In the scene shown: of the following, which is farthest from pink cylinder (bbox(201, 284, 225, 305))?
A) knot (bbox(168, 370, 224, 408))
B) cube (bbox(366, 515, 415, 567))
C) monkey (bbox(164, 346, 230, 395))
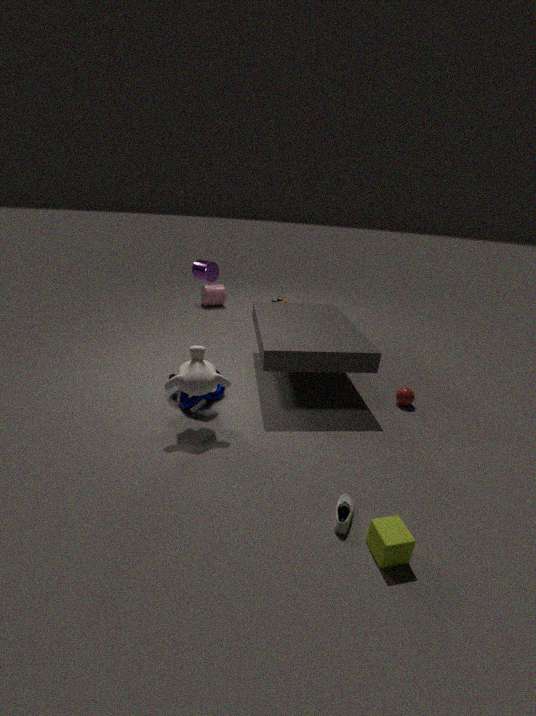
cube (bbox(366, 515, 415, 567))
